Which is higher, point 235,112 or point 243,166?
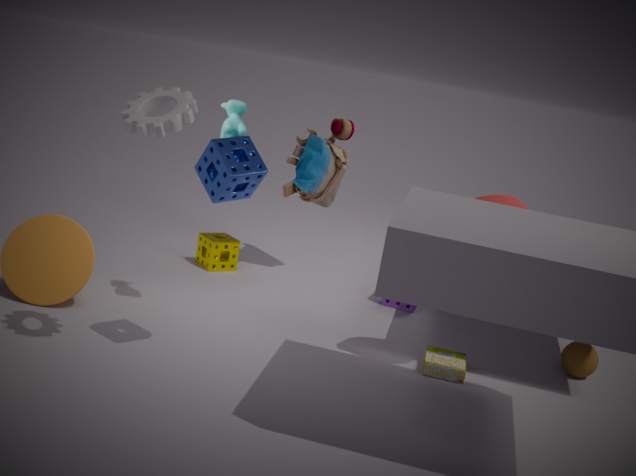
point 235,112
